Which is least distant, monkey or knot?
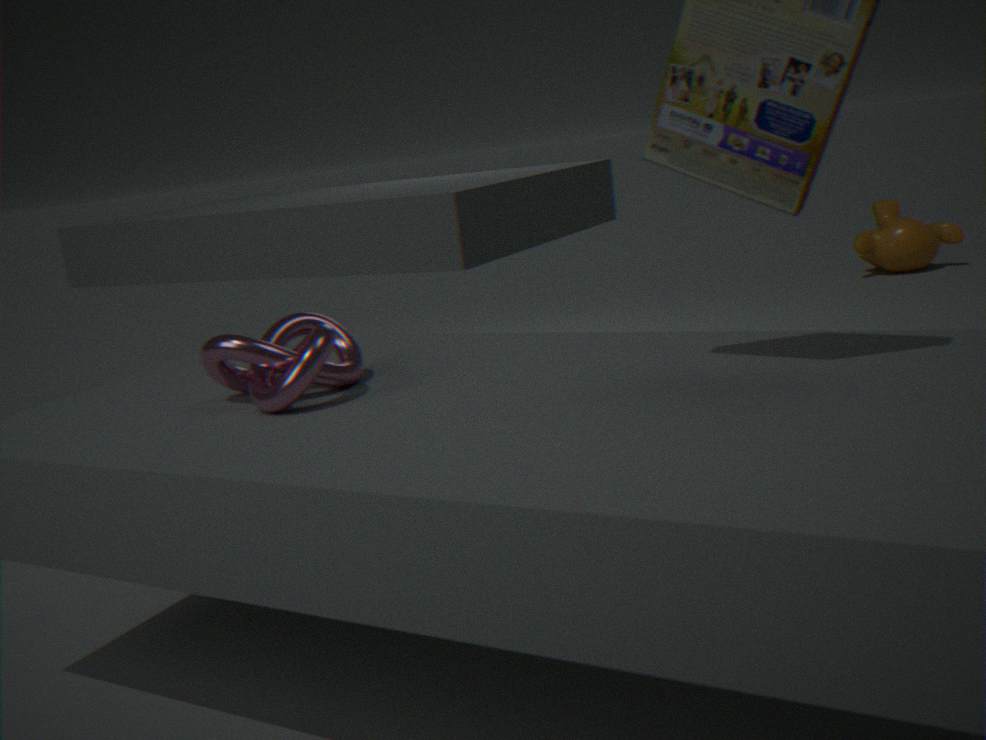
knot
